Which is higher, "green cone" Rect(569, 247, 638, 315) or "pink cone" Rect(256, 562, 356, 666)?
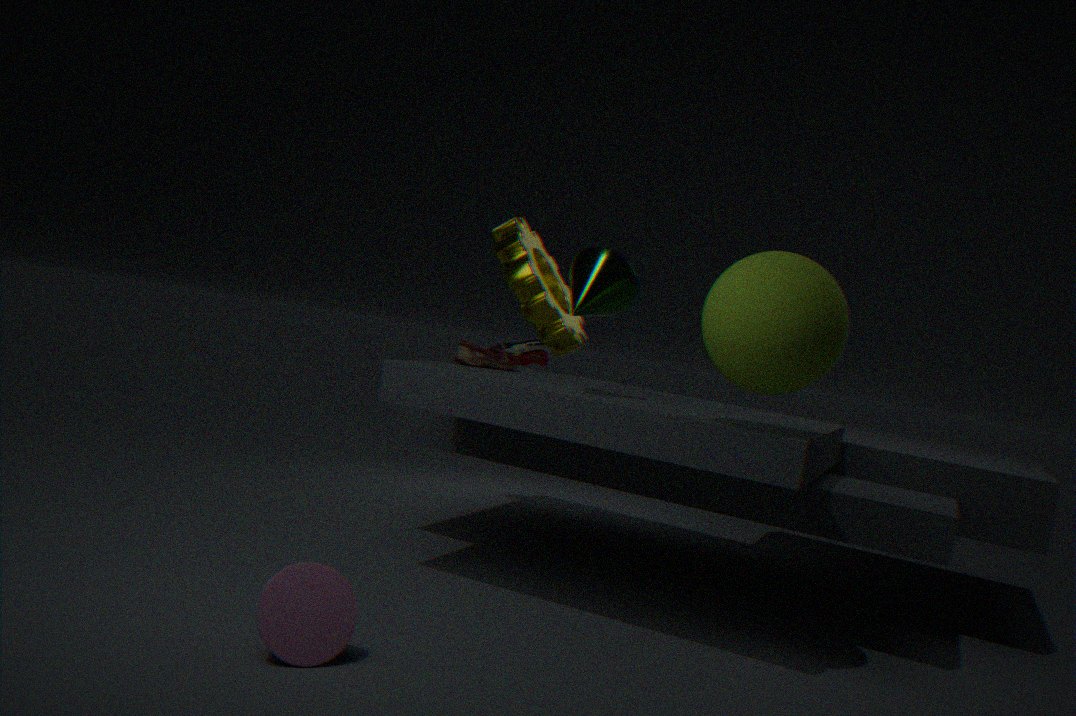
"green cone" Rect(569, 247, 638, 315)
